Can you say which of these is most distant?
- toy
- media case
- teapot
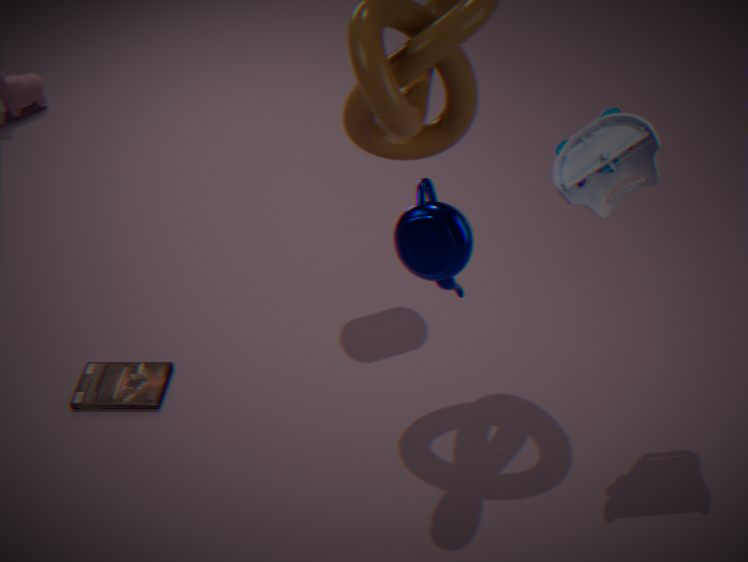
media case
